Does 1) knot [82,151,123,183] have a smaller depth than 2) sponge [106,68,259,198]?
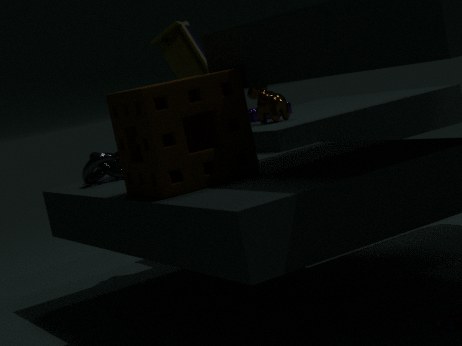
No
